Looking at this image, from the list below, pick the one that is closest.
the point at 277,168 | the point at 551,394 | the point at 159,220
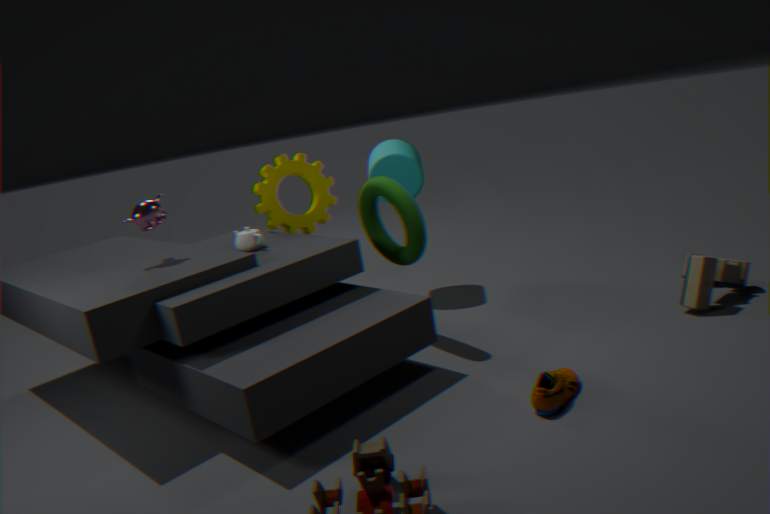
the point at 551,394
